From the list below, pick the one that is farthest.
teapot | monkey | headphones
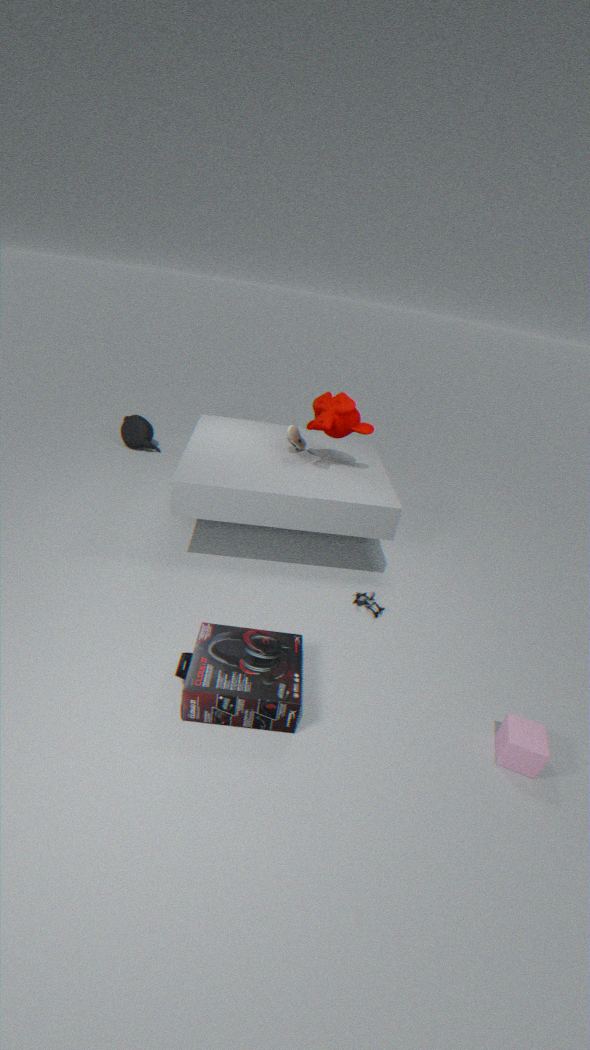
teapot
